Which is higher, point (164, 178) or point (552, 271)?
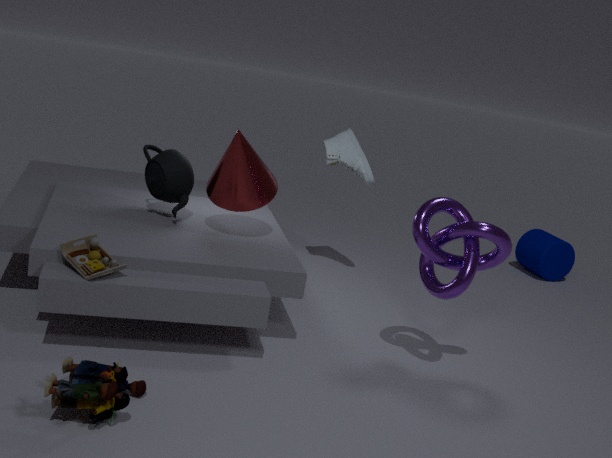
point (164, 178)
